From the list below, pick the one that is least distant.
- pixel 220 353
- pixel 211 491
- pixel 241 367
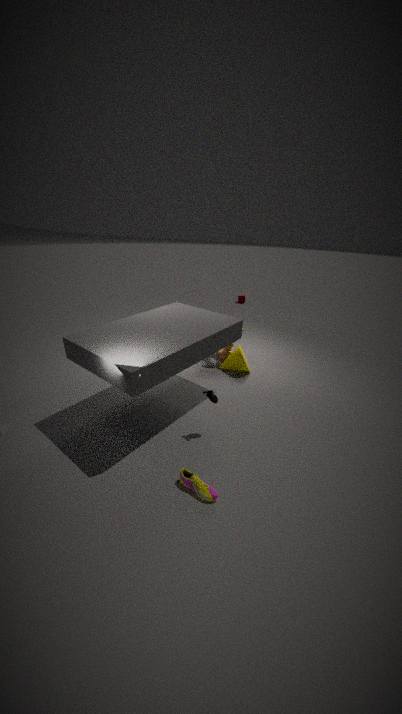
pixel 211 491
